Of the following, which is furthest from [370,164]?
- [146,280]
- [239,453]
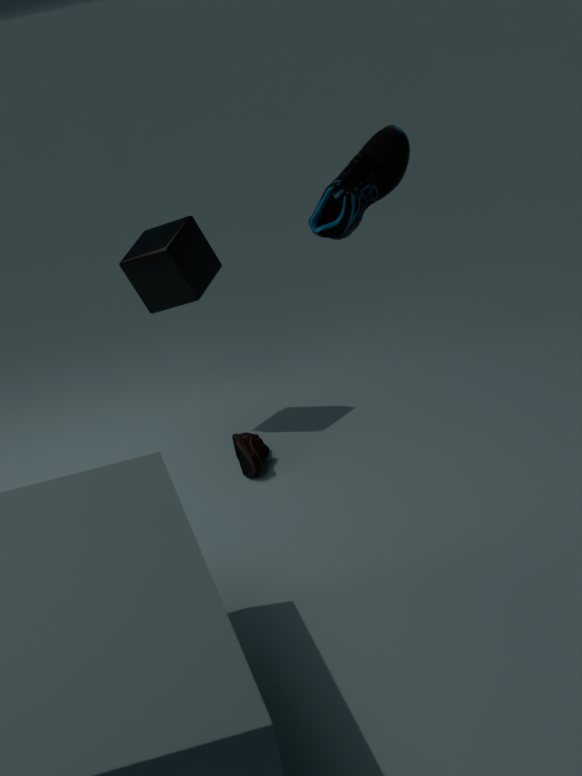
[146,280]
